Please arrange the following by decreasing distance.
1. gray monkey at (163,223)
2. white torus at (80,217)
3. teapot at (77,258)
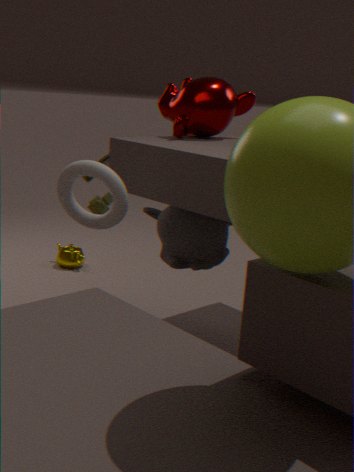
teapot at (77,258) < gray monkey at (163,223) < white torus at (80,217)
